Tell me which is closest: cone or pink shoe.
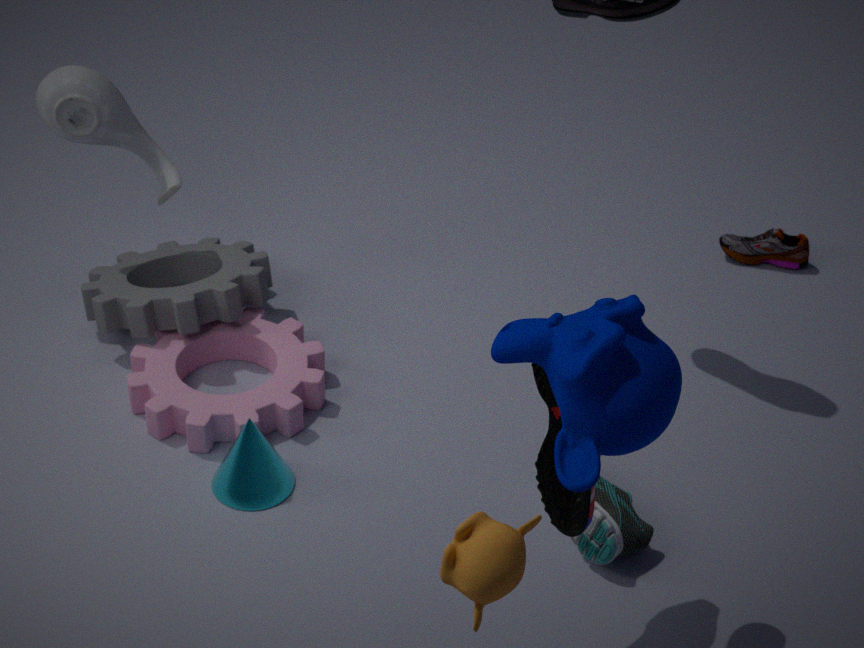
cone
